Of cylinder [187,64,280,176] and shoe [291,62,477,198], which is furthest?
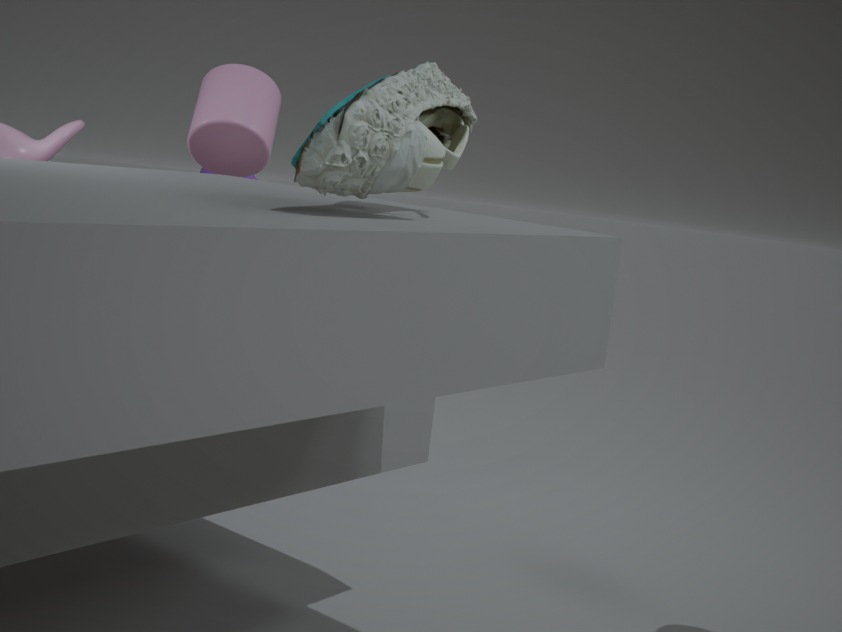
cylinder [187,64,280,176]
